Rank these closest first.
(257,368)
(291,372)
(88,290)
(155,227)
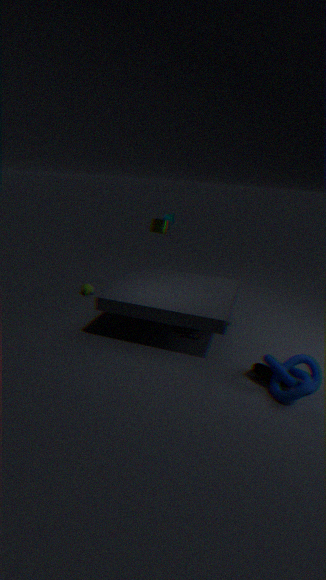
(291,372), (257,368), (155,227), (88,290)
